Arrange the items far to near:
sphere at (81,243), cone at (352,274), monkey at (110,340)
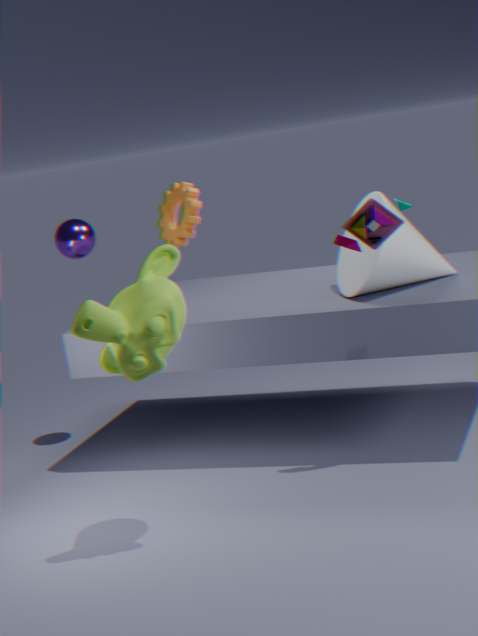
sphere at (81,243) < cone at (352,274) < monkey at (110,340)
